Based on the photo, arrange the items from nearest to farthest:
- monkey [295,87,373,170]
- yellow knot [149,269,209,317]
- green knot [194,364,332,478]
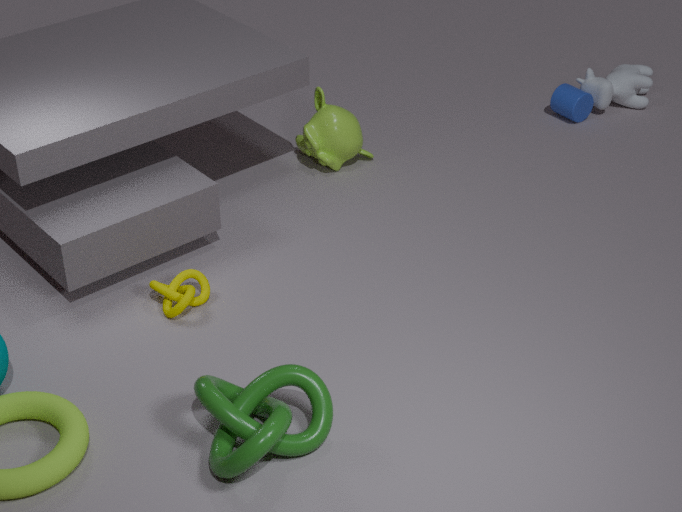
green knot [194,364,332,478]
yellow knot [149,269,209,317]
monkey [295,87,373,170]
